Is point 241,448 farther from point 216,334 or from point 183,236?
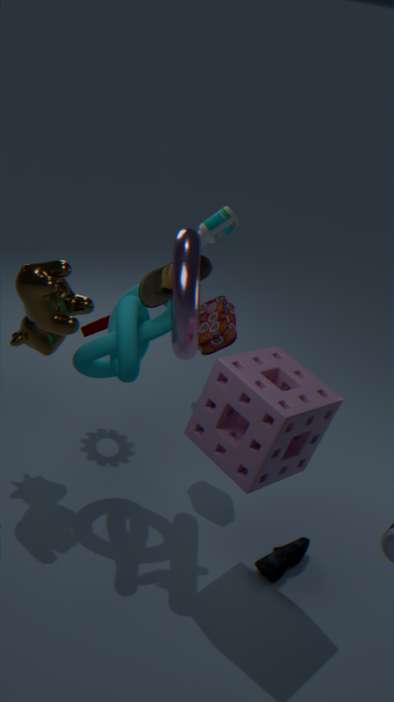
point 216,334
